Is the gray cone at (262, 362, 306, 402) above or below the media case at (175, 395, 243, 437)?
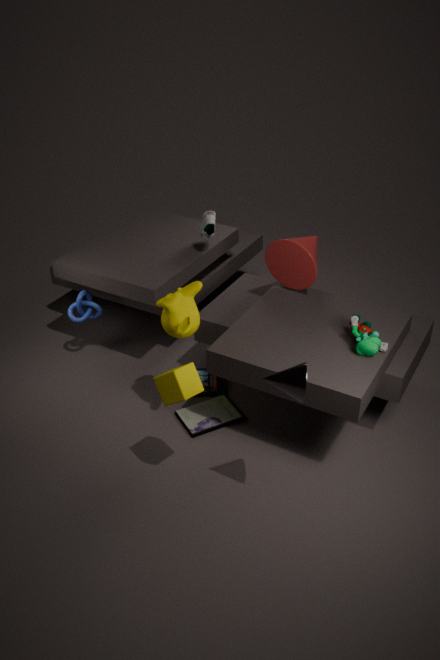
above
